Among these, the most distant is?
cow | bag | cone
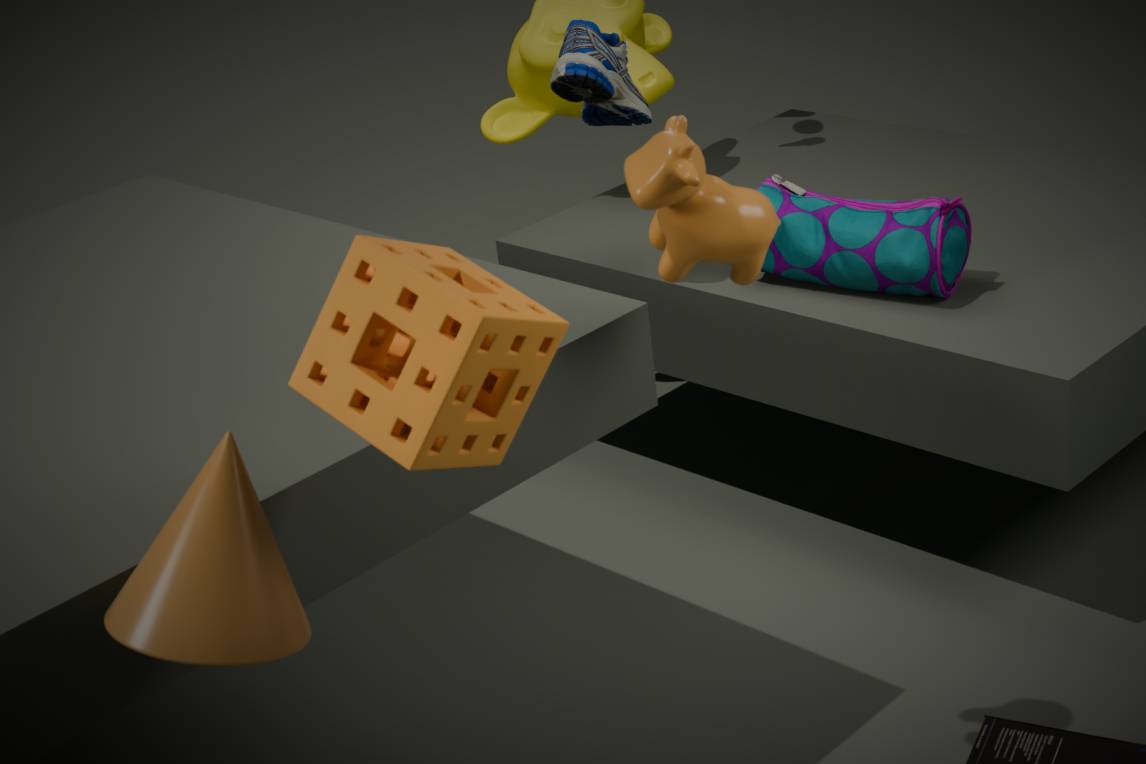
bag
